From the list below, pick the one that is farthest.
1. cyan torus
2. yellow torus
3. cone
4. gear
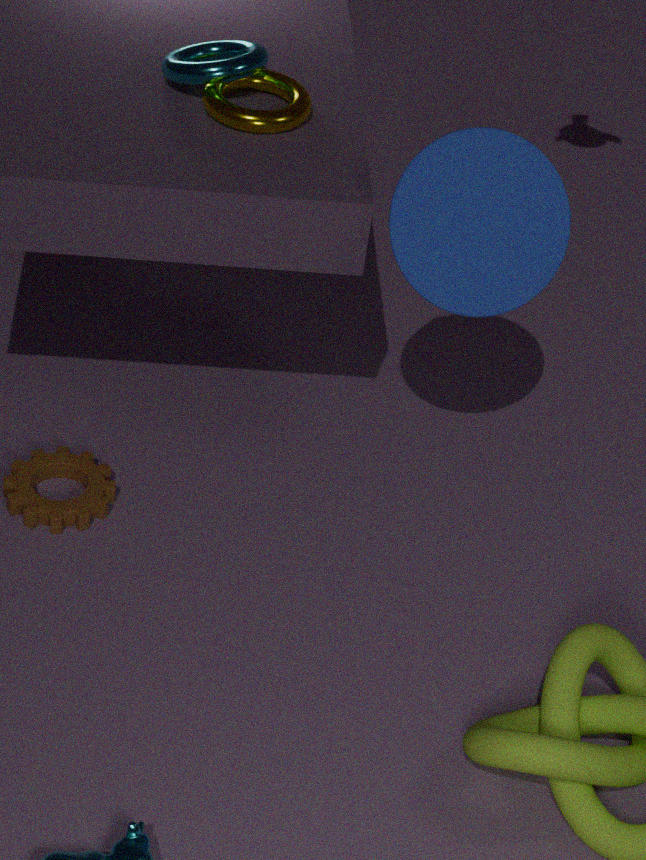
gear
